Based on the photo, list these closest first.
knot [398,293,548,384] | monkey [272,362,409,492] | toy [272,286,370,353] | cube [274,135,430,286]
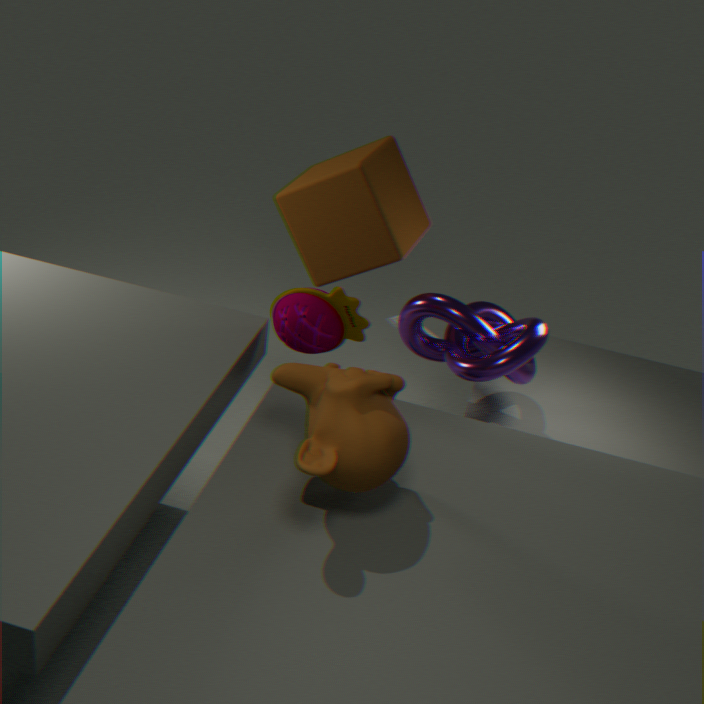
monkey [272,362,409,492], toy [272,286,370,353], knot [398,293,548,384], cube [274,135,430,286]
